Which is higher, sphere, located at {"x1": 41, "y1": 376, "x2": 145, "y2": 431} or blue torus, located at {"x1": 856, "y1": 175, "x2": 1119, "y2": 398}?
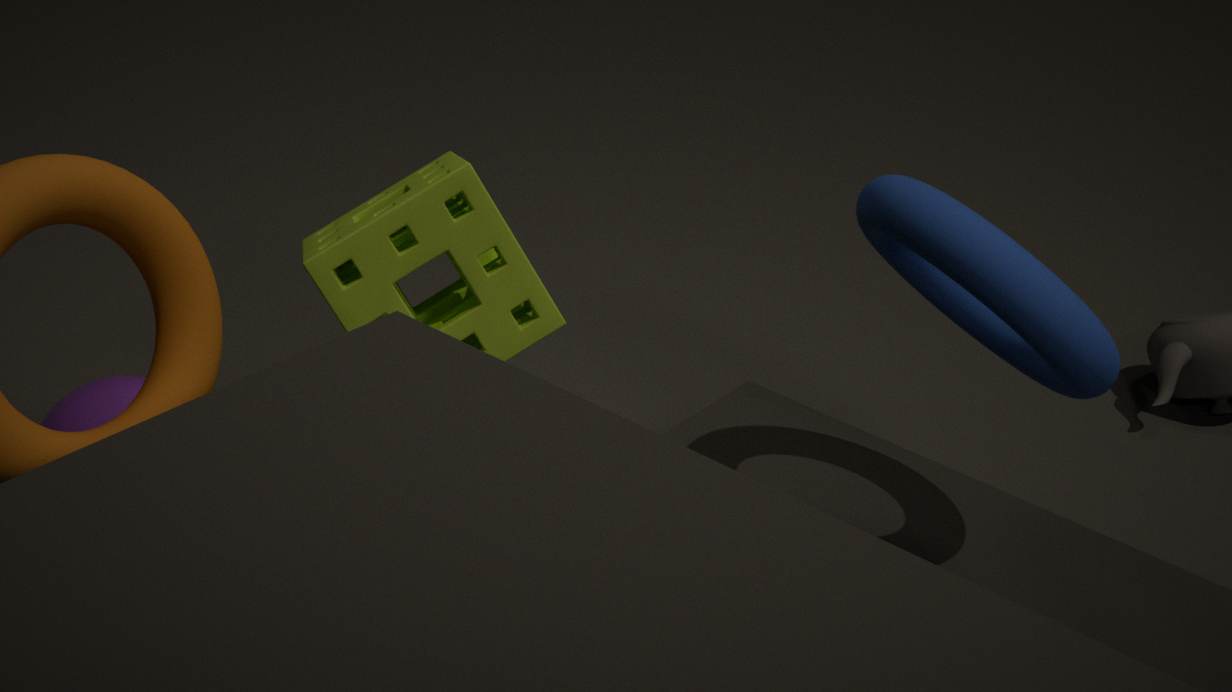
blue torus, located at {"x1": 856, "y1": 175, "x2": 1119, "y2": 398}
